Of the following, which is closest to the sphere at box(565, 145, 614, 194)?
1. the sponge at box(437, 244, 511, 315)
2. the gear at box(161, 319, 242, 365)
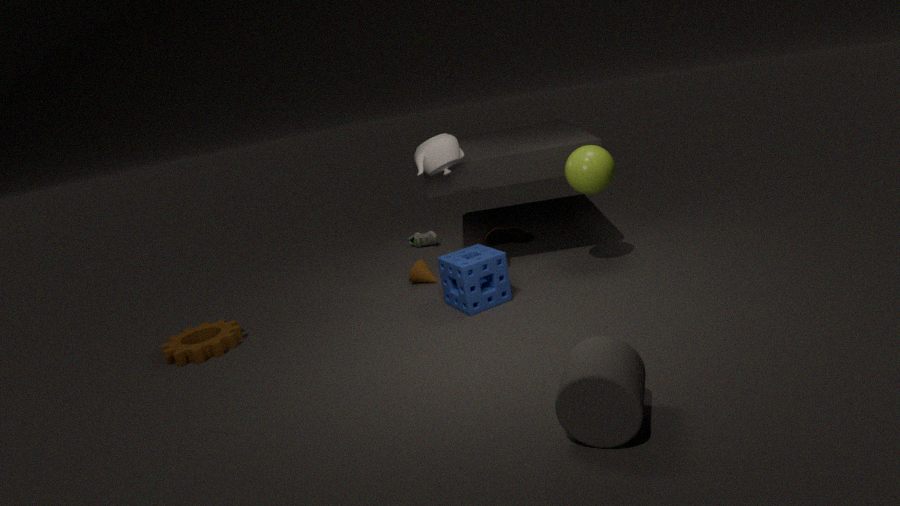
the sponge at box(437, 244, 511, 315)
